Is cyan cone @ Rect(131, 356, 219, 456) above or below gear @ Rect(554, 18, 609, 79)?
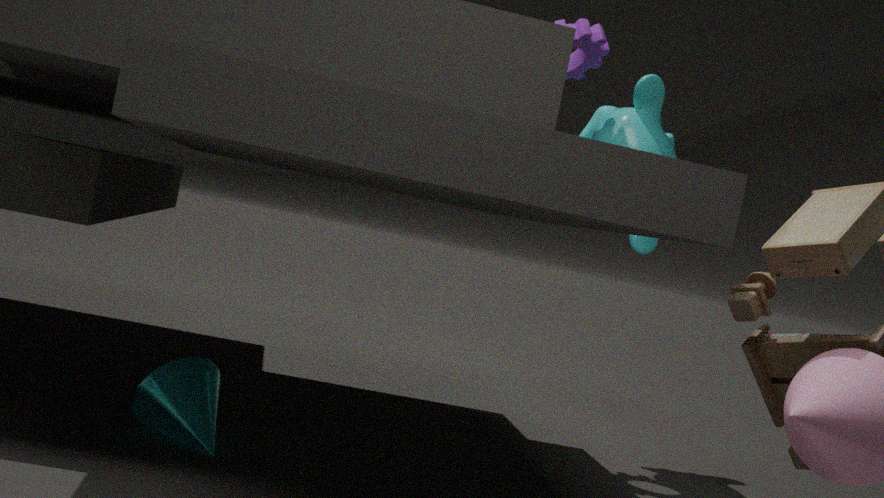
below
